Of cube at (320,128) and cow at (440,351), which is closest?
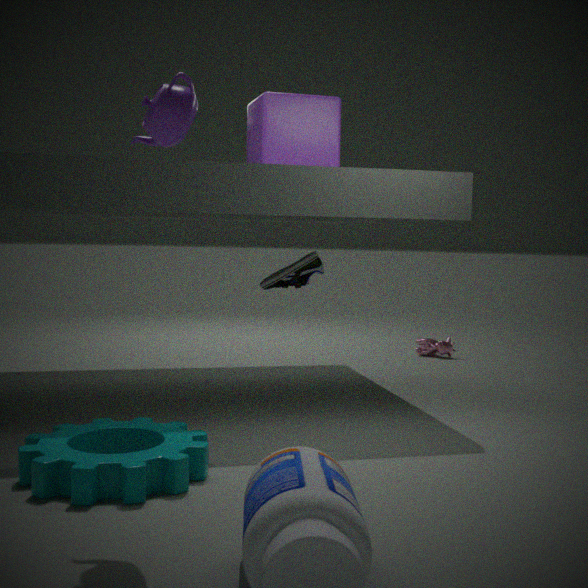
cube at (320,128)
